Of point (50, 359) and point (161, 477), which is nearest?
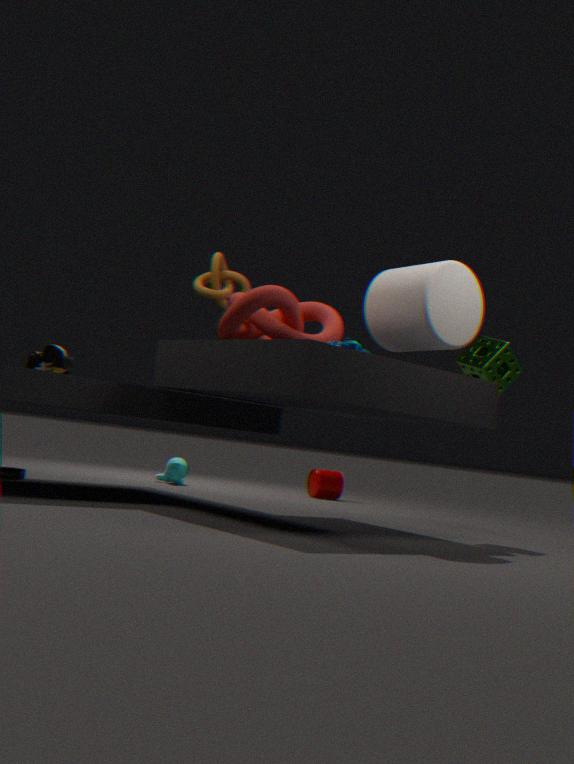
point (50, 359)
